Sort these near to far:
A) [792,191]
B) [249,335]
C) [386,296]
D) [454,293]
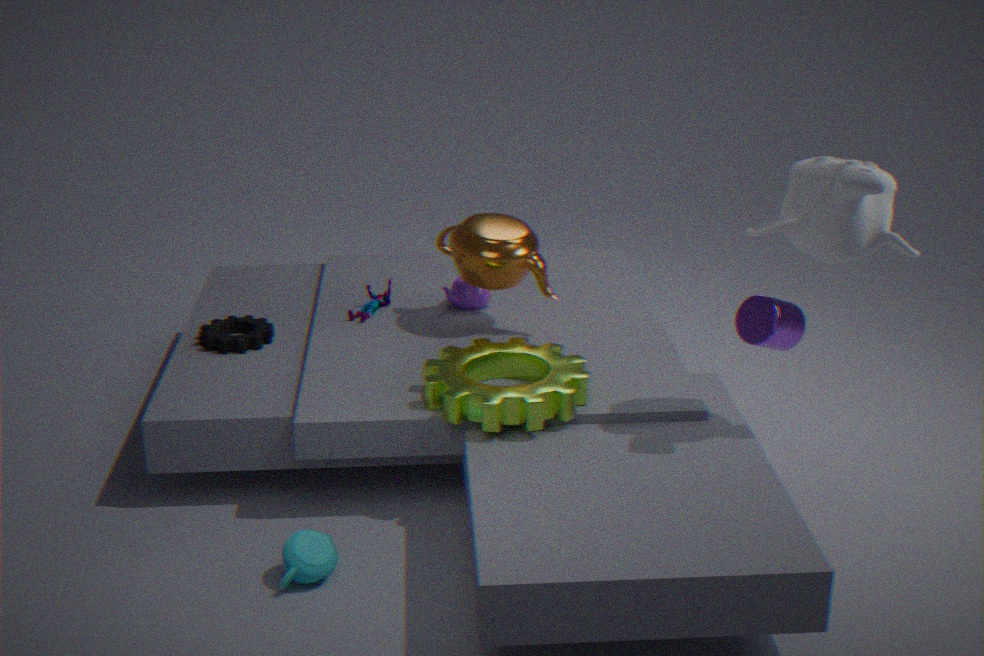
[792,191] < [249,335] < [454,293] < [386,296]
